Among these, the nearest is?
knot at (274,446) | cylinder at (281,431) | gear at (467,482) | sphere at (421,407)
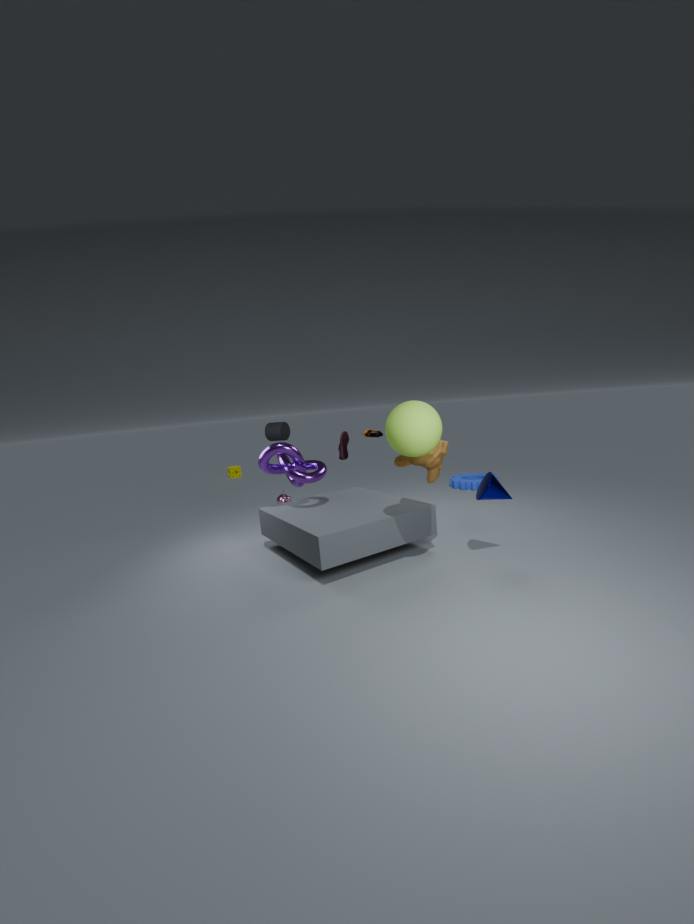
sphere at (421,407)
